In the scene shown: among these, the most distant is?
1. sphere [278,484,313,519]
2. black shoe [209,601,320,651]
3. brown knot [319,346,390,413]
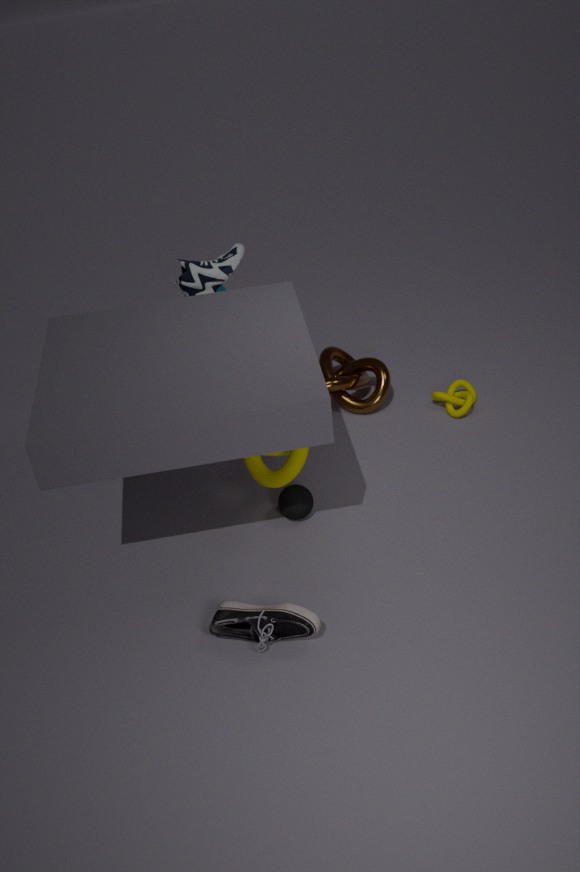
brown knot [319,346,390,413]
